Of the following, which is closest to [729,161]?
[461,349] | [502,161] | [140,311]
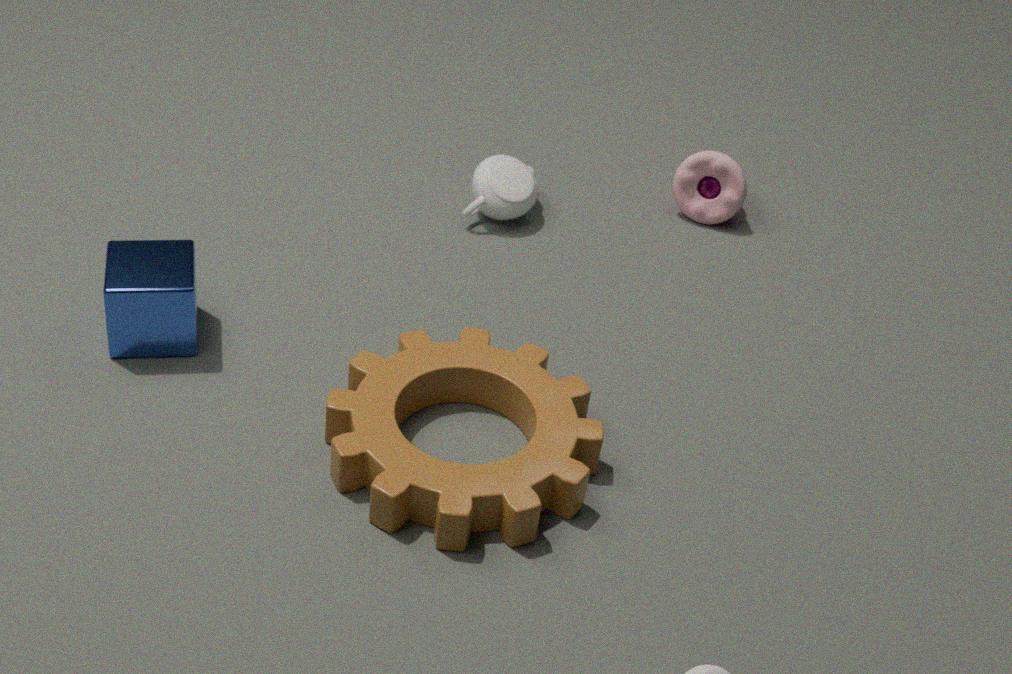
[502,161]
